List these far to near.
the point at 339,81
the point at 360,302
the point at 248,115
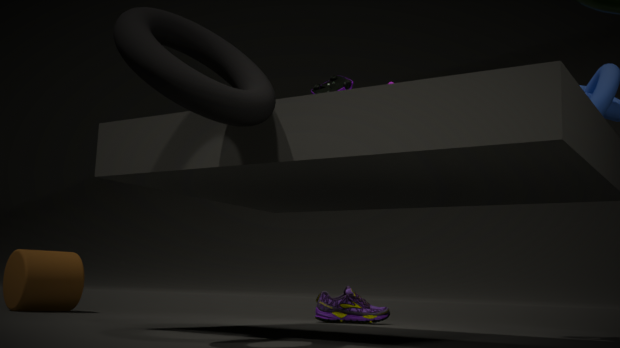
the point at 360,302, the point at 339,81, the point at 248,115
